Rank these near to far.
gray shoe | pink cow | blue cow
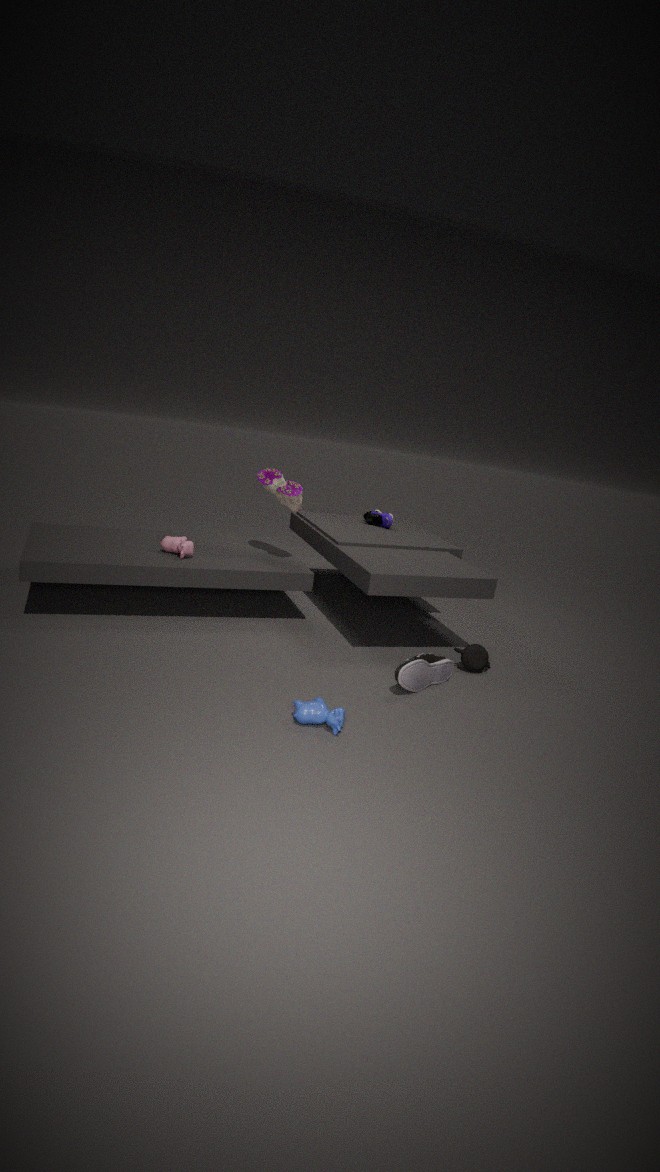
1. blue cow
2. gray shoe
3. pink cow
